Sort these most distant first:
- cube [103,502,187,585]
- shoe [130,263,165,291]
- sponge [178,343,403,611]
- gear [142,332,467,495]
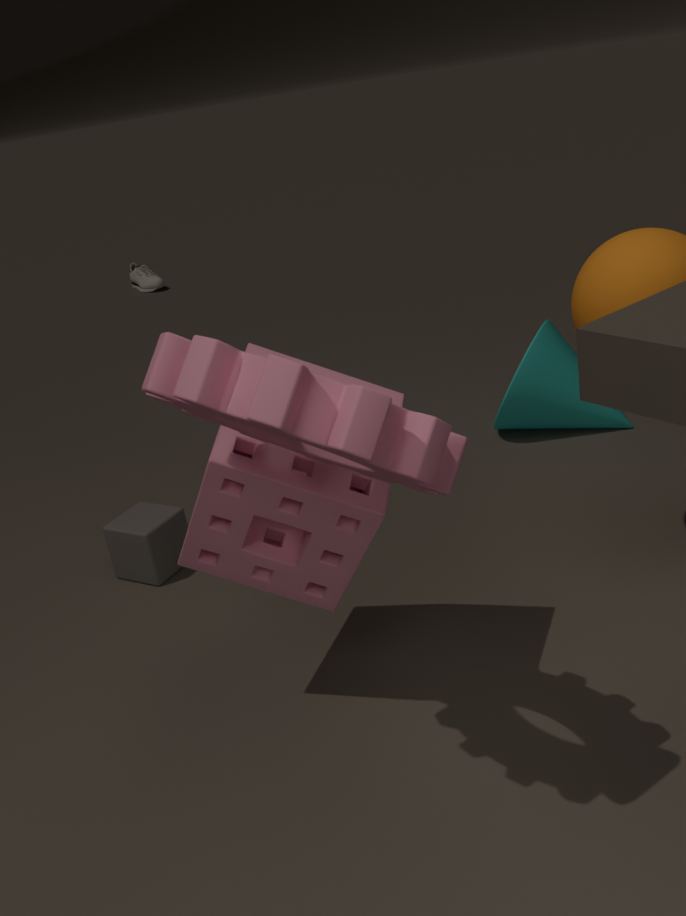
shoe [130,263,165,291] < cube [103,502,187,585] < sponge [178,343,403,611] < gear [142,332,467,495]
